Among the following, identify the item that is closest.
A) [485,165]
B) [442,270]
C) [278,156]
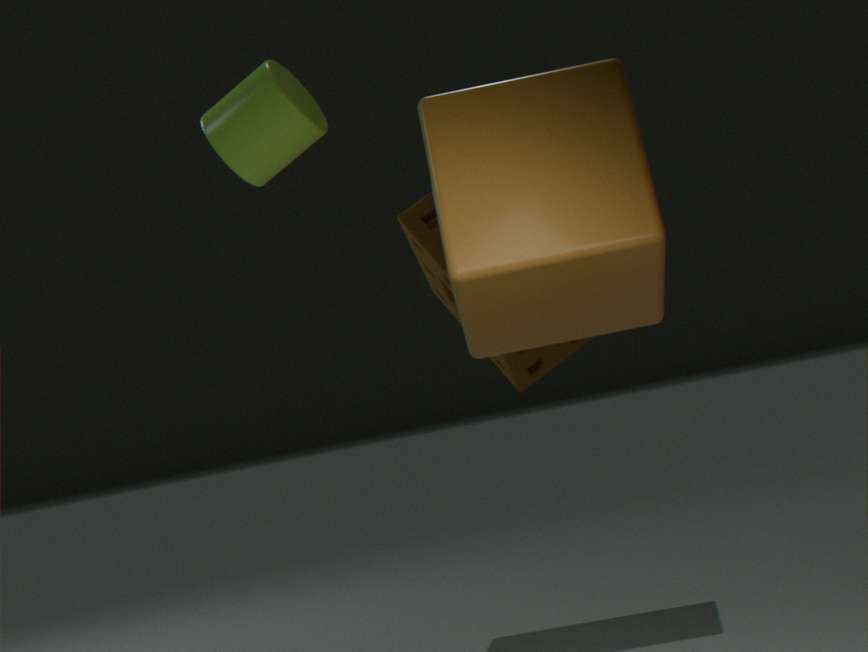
[485,165]
